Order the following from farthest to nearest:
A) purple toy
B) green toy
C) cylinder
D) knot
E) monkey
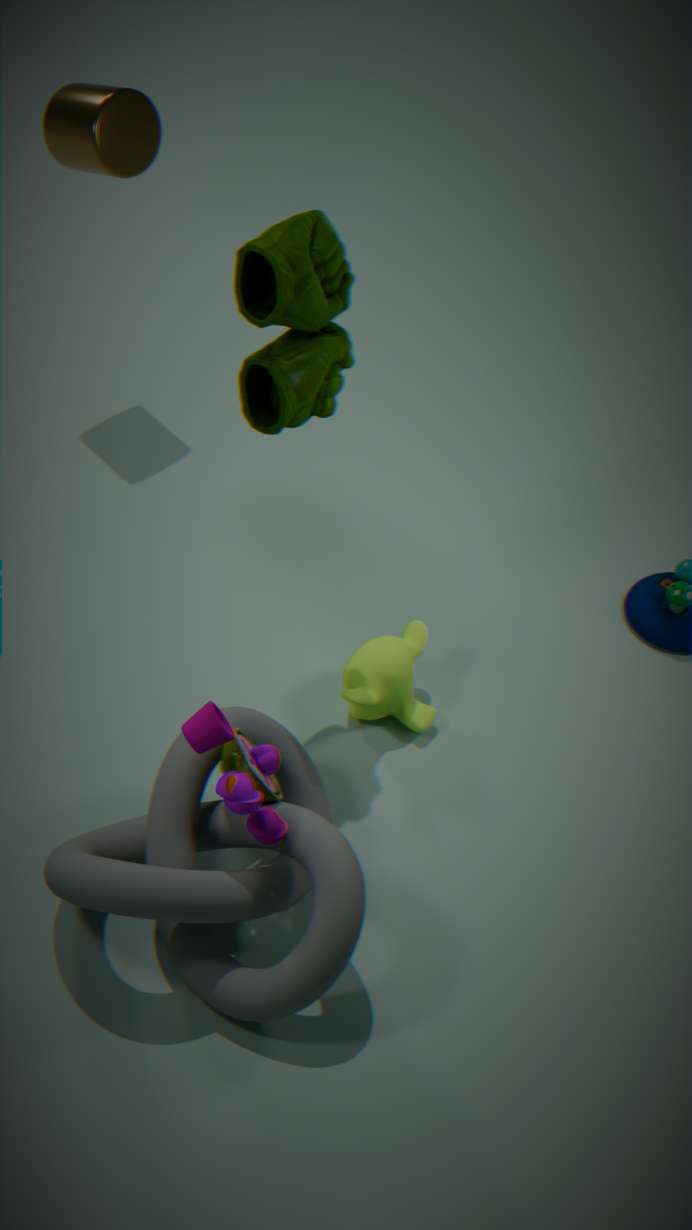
cylinder → monkey → green toy → purple toy → knot
